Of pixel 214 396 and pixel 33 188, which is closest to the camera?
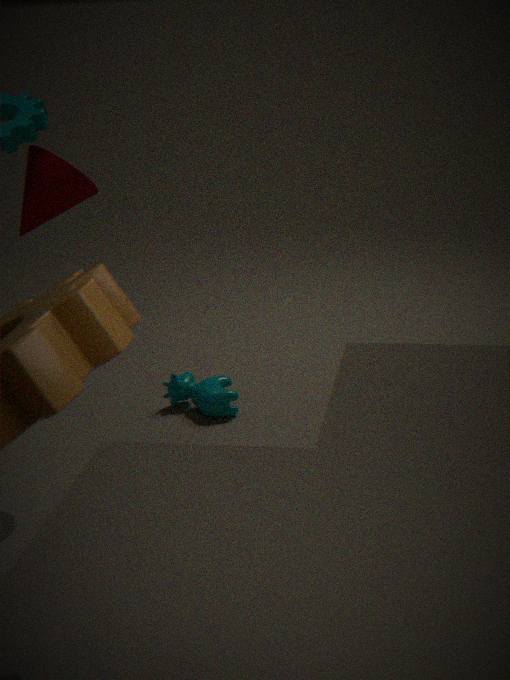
pixel 33 188
